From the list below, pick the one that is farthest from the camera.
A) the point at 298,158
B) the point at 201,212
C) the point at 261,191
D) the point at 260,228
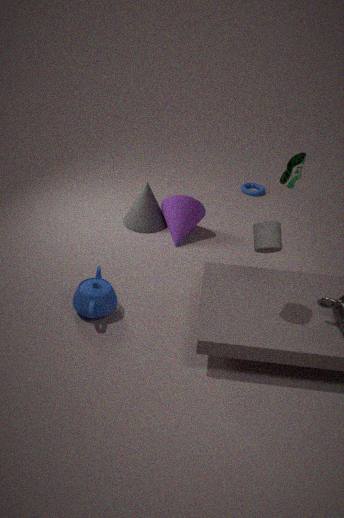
the point at 261,191
